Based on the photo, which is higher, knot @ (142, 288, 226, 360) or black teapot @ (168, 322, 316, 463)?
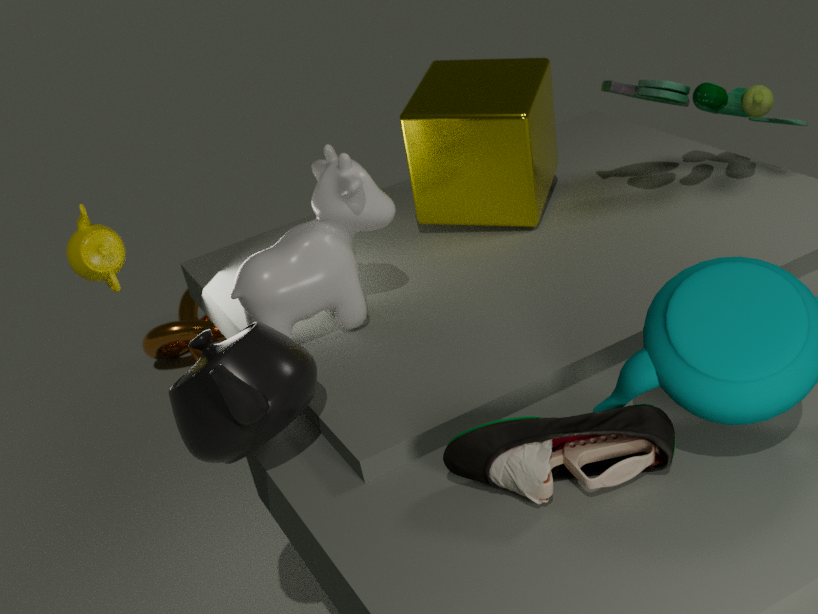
black teapot @ (168, 322, 316, 463)
